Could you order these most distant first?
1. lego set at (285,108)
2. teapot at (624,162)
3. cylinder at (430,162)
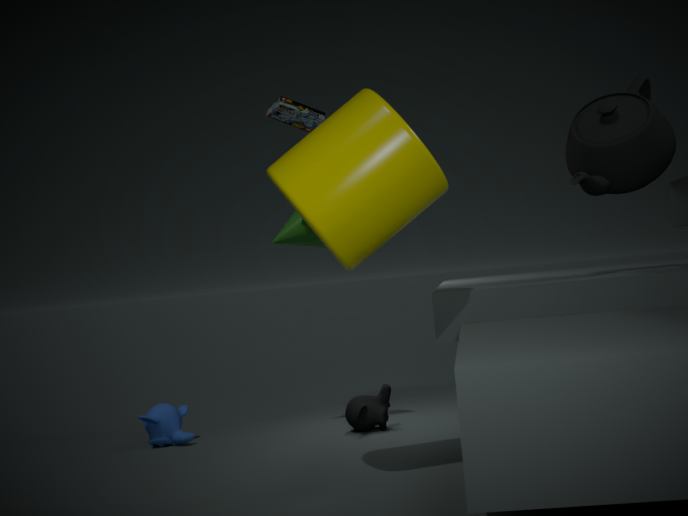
lego set at (285,108), teapot at (624,162), cylinder at (430,162)
